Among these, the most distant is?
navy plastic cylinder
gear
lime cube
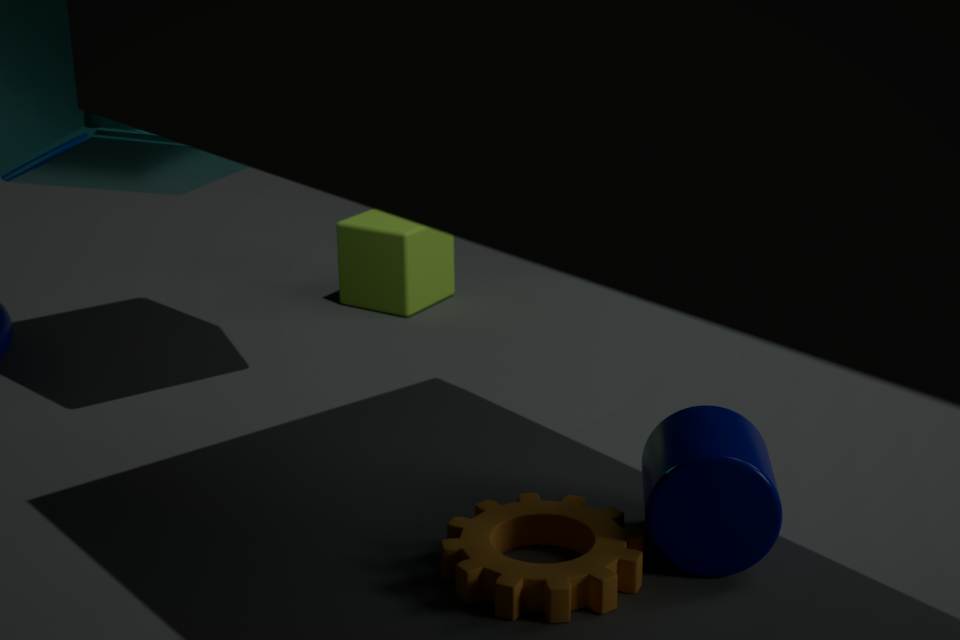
lime cube
